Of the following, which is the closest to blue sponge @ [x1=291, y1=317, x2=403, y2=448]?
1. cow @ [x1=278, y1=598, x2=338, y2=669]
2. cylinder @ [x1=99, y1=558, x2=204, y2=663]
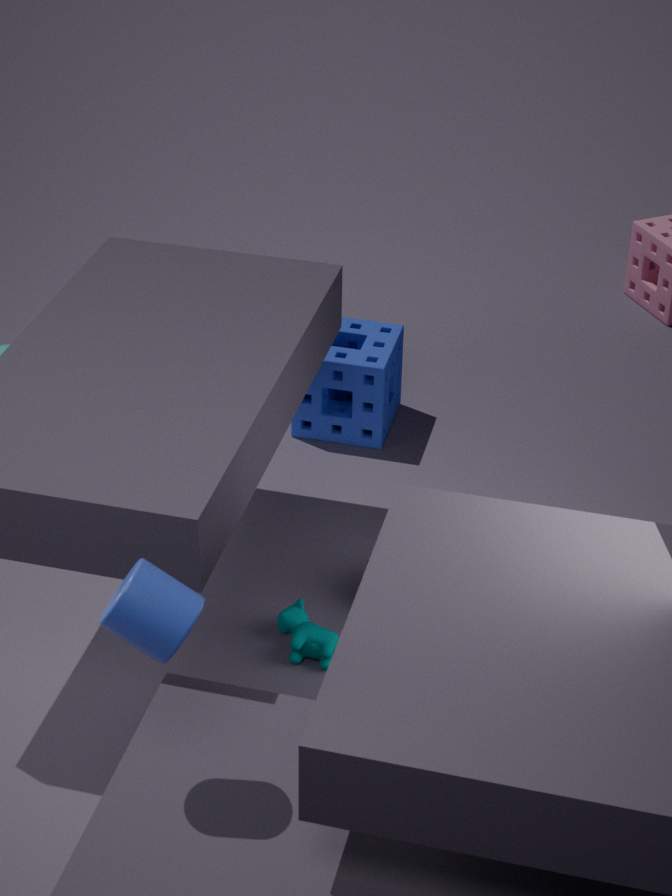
cow @ [x1=278, y1=598, x2=338, y2=669]
